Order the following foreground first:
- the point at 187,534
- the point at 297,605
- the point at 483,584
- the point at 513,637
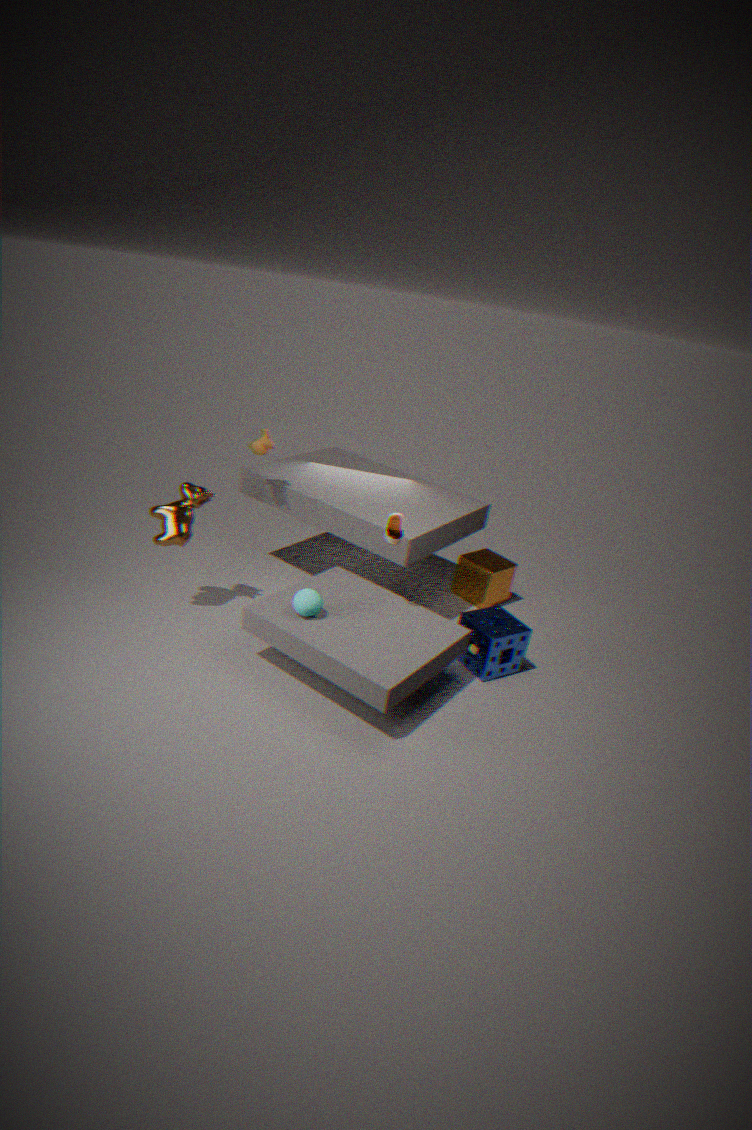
the point at 297,605
the point at 513,637
the point at 187,534
the point at 483,584
